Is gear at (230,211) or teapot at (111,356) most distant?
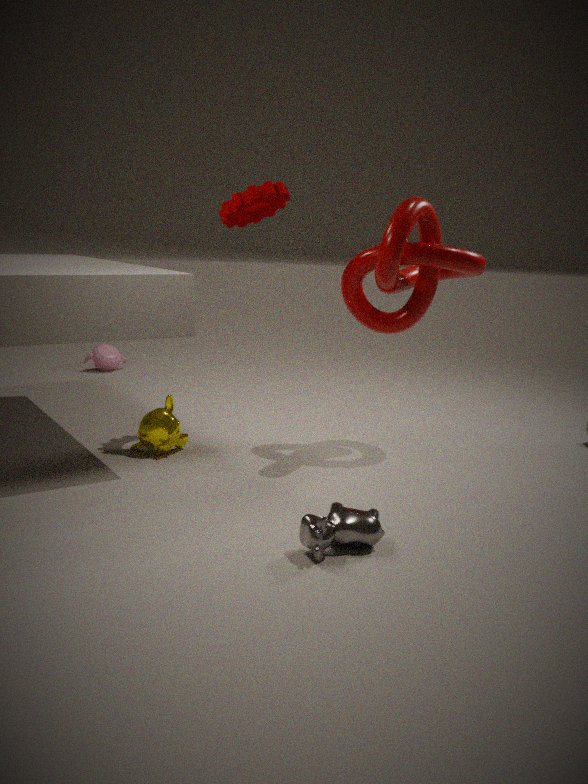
teapot at (111,356)
